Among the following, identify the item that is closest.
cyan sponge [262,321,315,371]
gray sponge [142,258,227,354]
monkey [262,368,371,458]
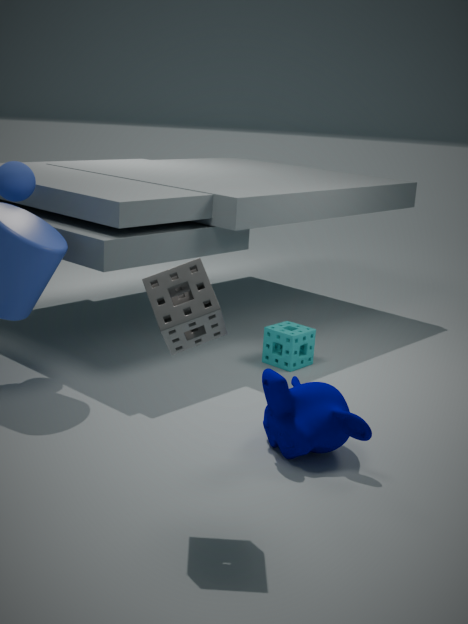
gray sponge [142,258,227,354]
